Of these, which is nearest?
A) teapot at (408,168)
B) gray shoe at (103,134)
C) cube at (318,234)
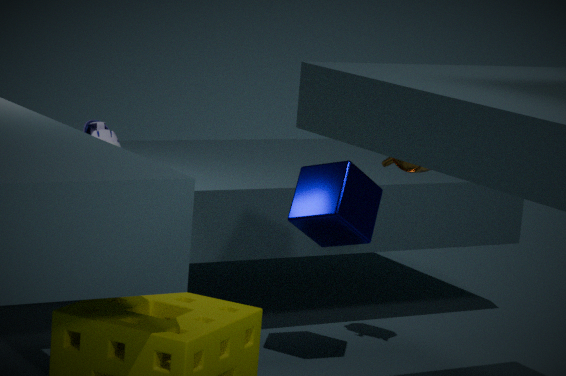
cube at (318,234)
